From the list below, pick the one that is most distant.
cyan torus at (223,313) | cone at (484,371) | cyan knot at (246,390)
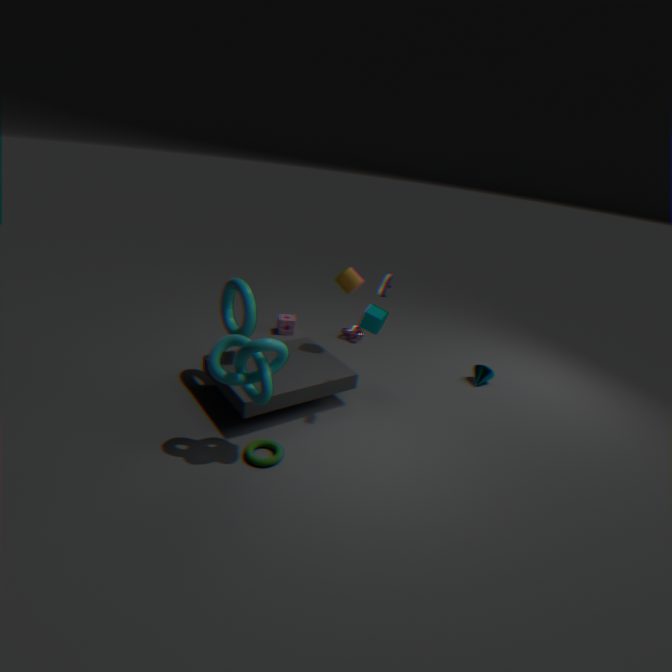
cone at (484,371)
